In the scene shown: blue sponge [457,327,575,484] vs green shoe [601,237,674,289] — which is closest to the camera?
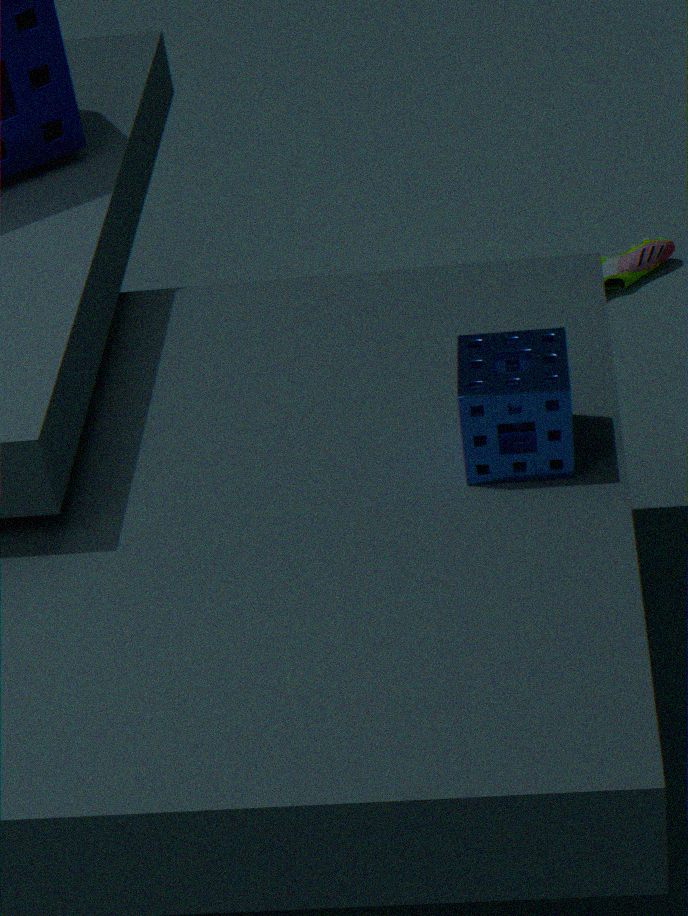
blue sponge [457,327,575,484]
